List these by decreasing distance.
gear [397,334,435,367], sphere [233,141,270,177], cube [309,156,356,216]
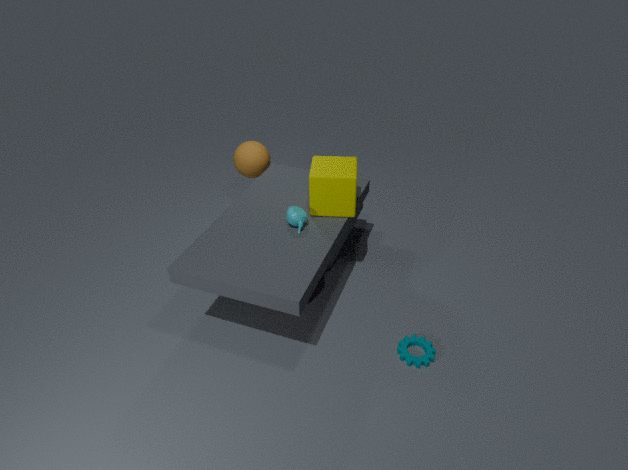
sphere [233,141,270,177] → cube [309,156,356,216] → gear [397,334,435,367]
